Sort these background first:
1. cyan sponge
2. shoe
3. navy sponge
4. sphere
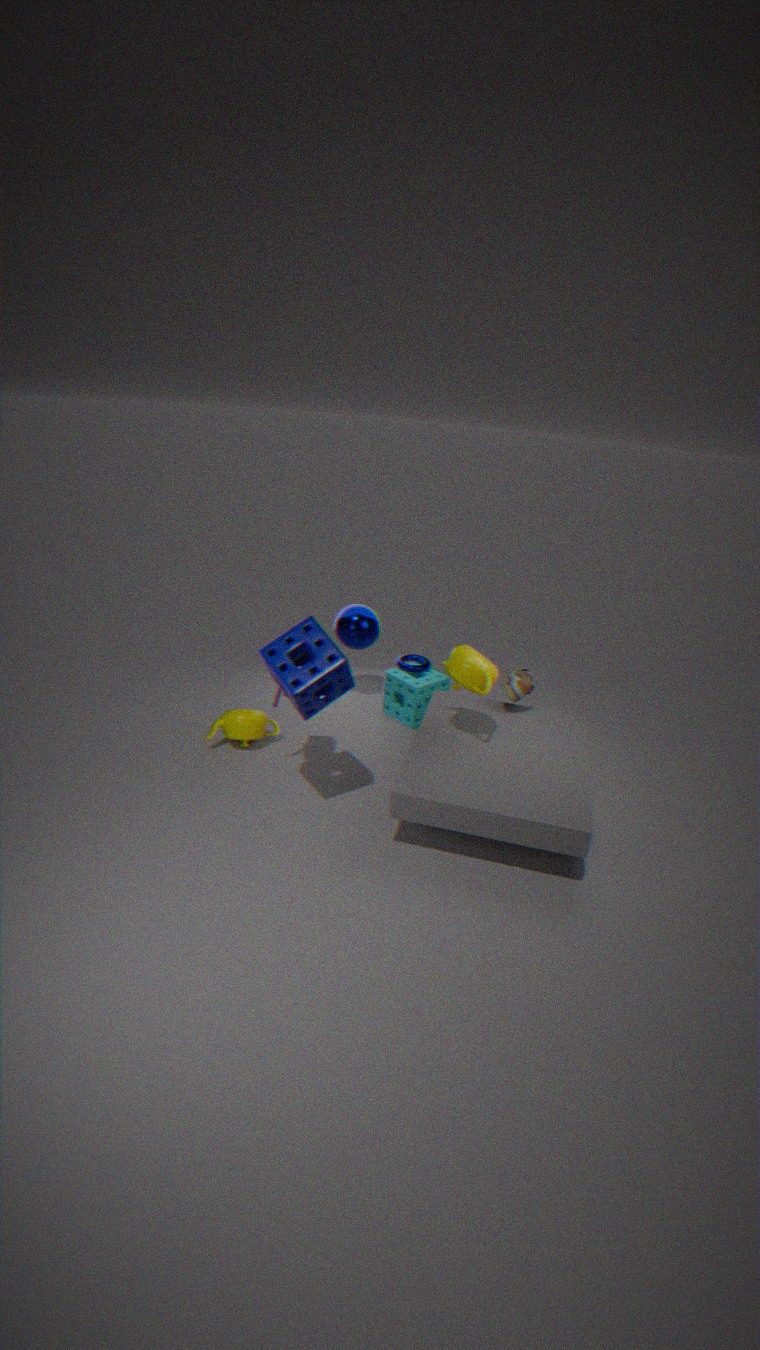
sphere < cyan sponge < shoe < navy sponge
